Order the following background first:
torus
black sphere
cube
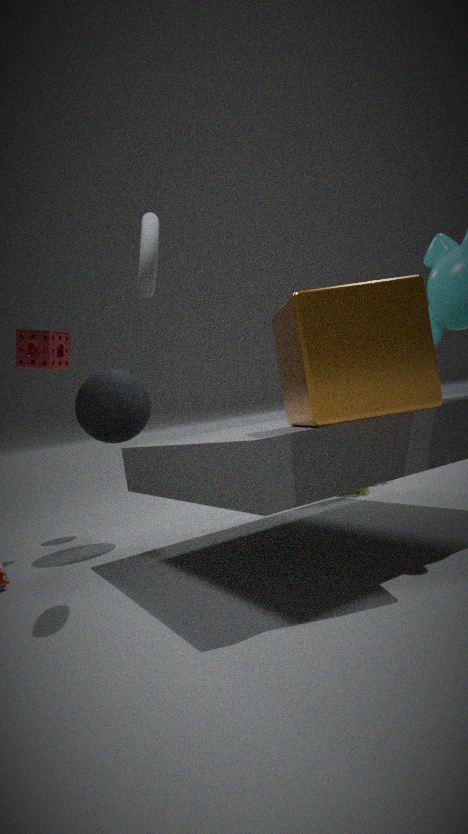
black sphere → torus → cube
